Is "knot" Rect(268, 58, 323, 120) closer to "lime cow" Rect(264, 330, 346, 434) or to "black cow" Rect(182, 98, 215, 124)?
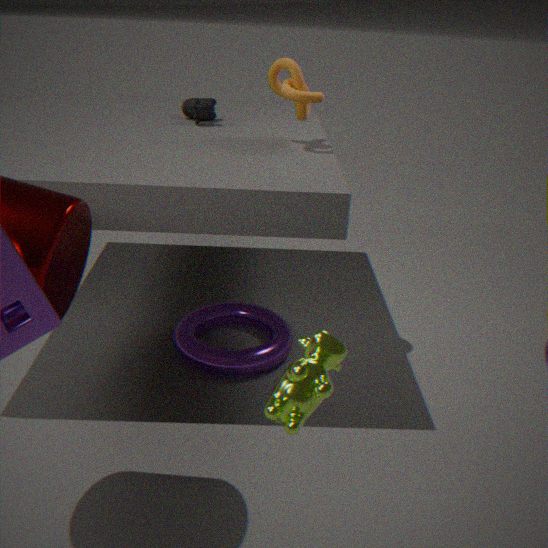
"black cow" Rect(182, 98, 215, 124)
